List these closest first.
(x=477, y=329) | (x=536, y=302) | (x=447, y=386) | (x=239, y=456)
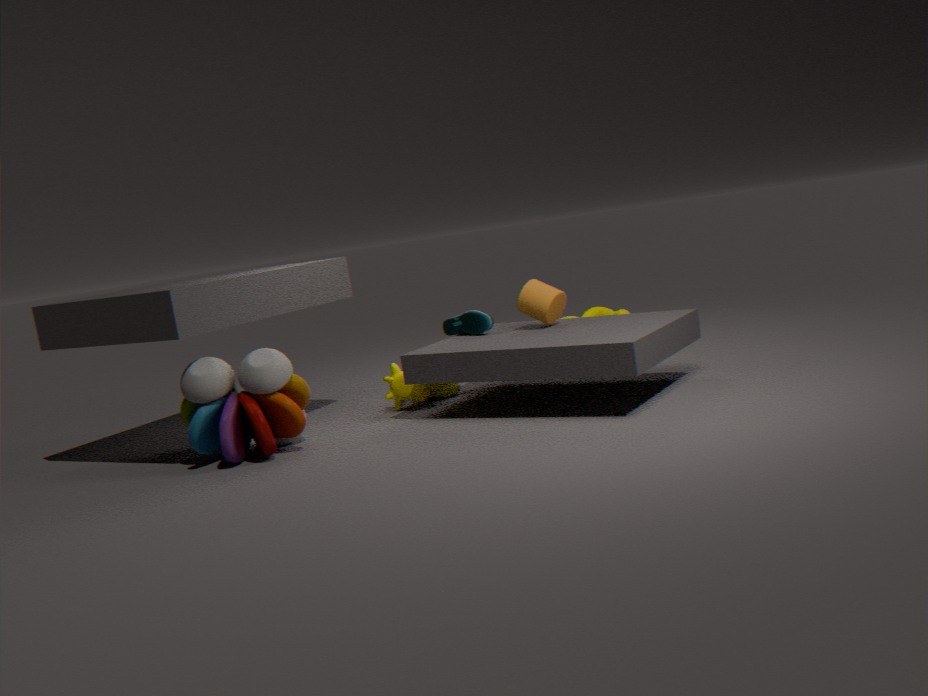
1. (x=239, y=456)
2. (x=536, y=302)
3. (x=477, y=329)
4. (x=447, y=386)
